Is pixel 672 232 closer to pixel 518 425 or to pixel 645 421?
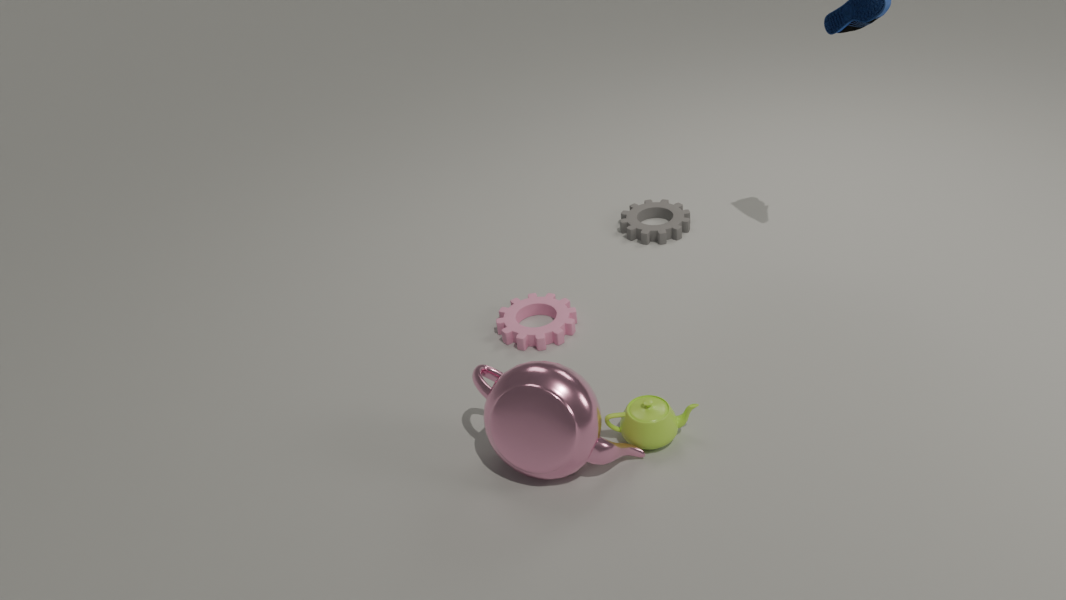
pixel 645 421
